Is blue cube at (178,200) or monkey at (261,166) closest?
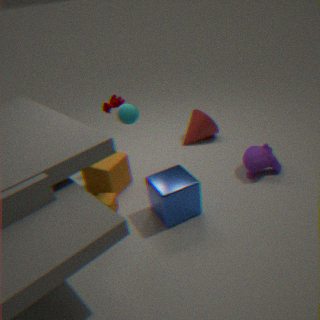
blue cube at (178,200)
